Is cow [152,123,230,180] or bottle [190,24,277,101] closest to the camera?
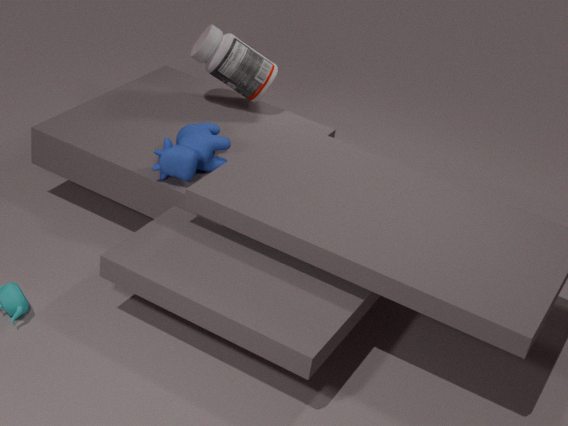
cow [152,123,230,180]
